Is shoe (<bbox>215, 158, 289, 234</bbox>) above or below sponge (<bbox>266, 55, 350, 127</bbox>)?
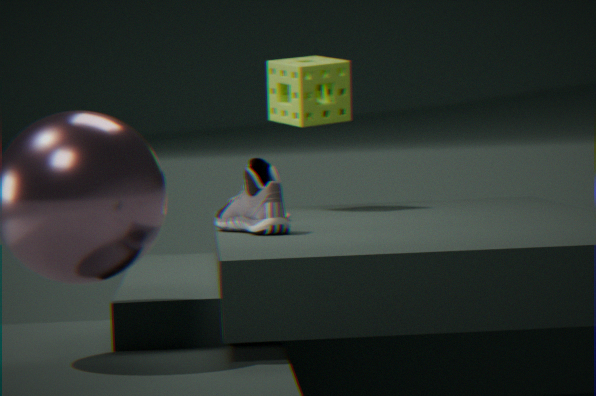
below
